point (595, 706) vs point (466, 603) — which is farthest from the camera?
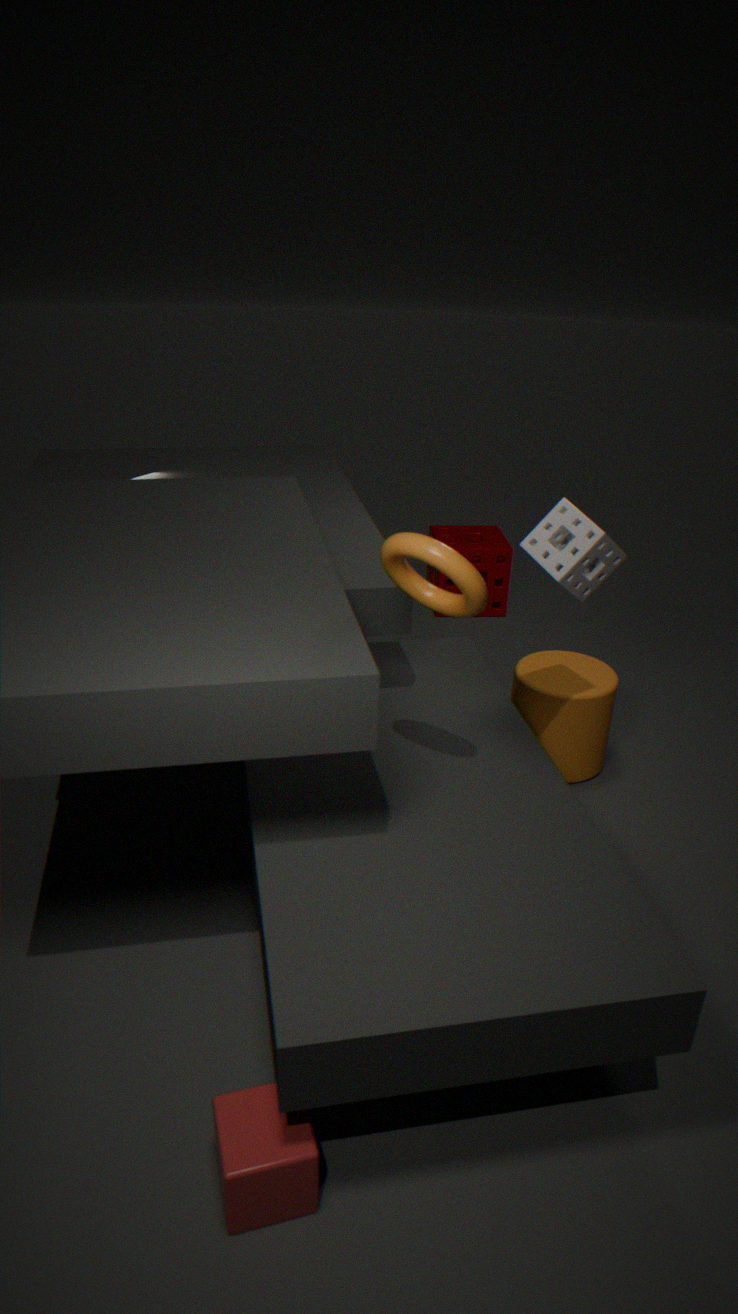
point (595, 706)
